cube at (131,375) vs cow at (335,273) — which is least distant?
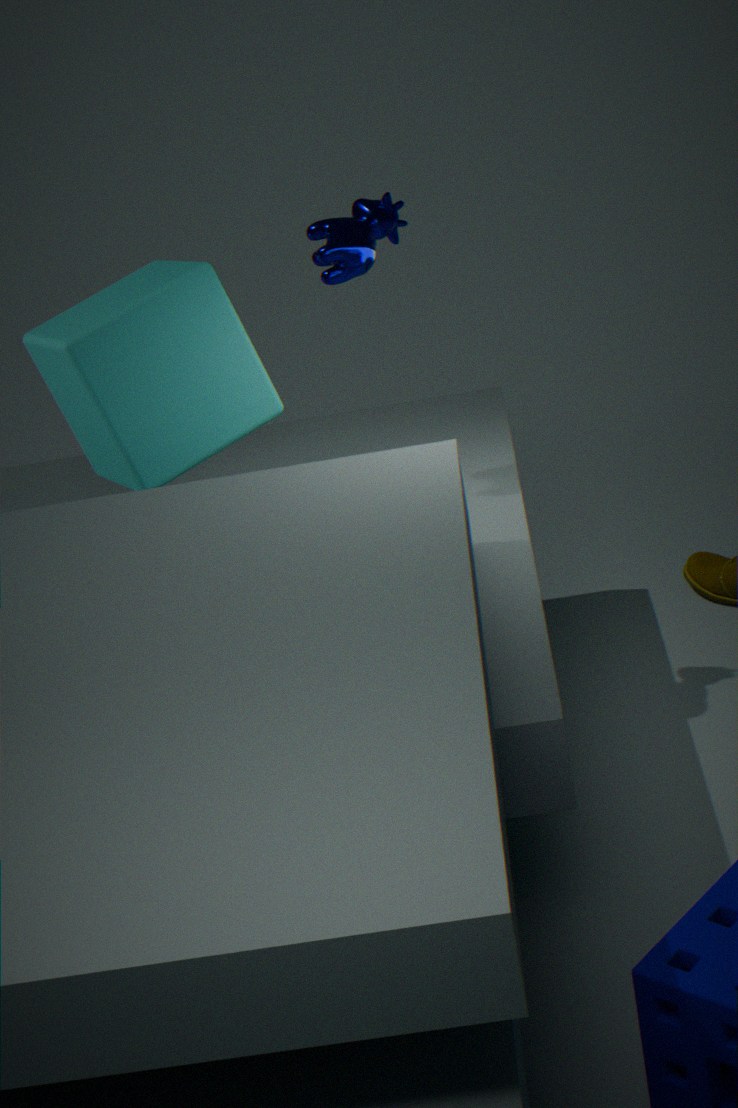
cube at (131,375)
